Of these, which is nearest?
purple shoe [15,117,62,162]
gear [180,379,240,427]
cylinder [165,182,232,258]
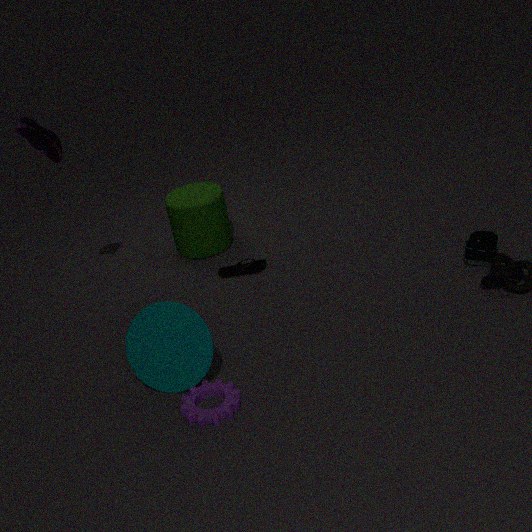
gear [180,379,240,427]
